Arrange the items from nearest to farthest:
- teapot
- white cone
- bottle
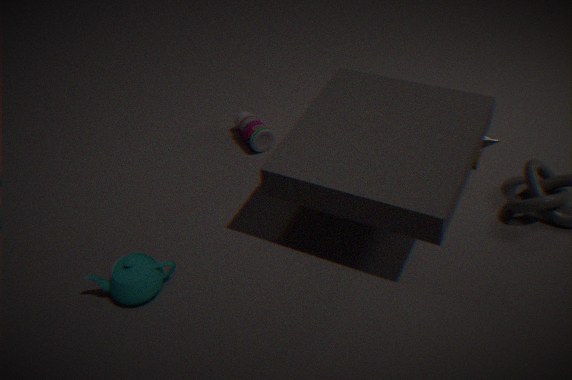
teapot, white cone, bottle
